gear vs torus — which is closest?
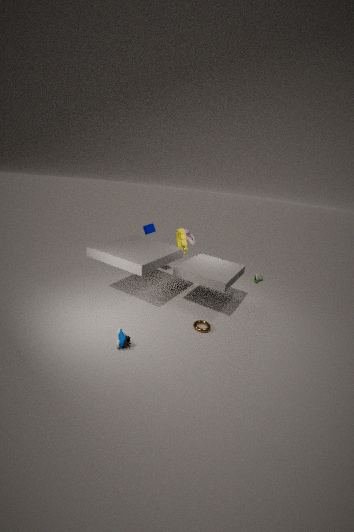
torus
